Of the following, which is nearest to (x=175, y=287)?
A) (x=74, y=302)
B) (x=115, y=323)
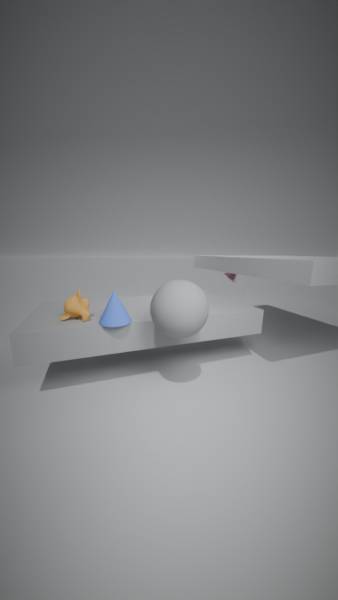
(x=115, y=323)
